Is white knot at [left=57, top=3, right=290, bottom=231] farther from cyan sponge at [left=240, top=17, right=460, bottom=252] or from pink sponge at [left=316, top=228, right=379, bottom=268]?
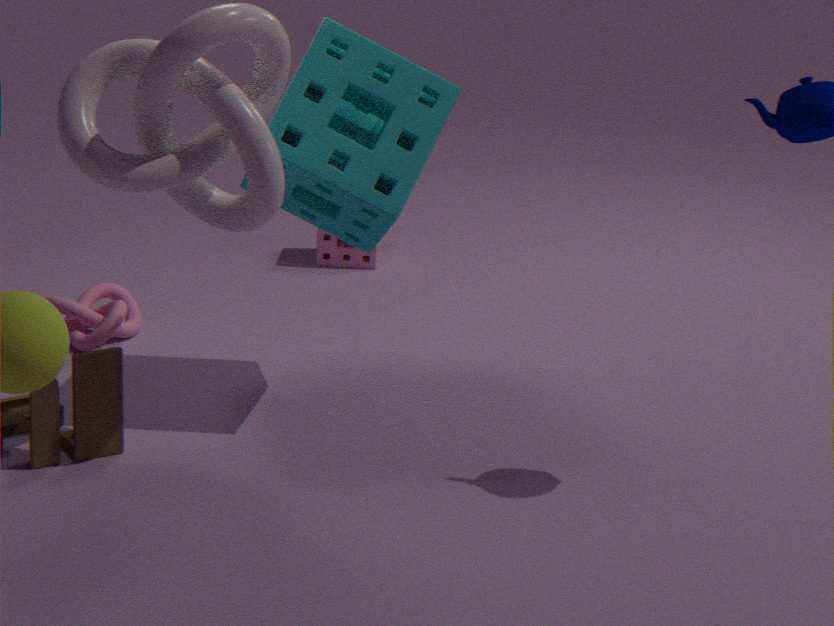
pink sponge at [left=316, top=228, right=379, bottom=268]
